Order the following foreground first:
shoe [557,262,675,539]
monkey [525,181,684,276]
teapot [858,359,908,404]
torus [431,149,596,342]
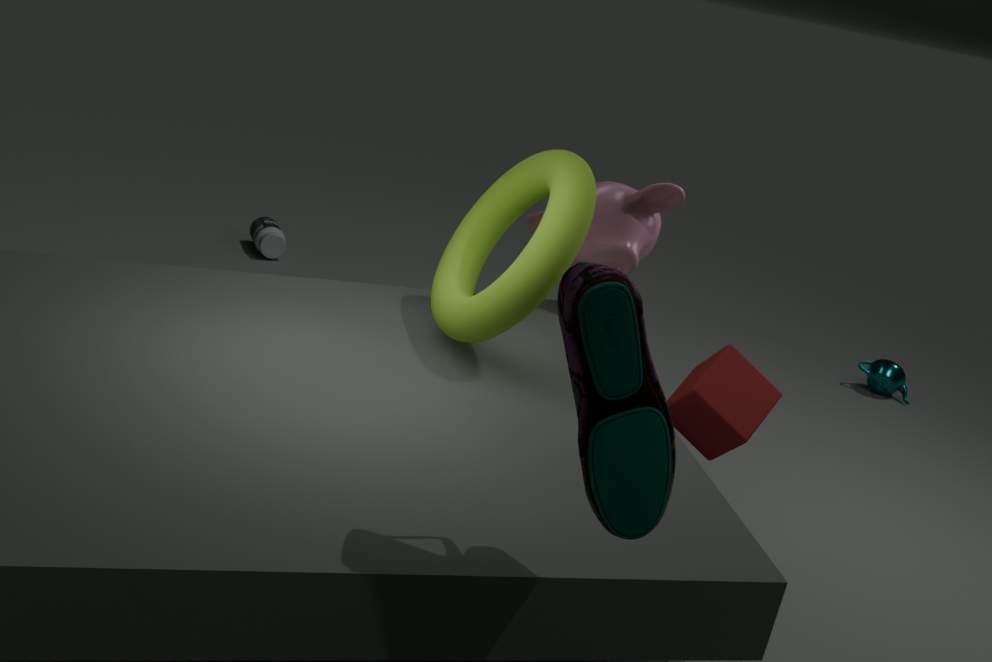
shoe [557,262,675,539]
torus [431,149,596,342]
monkey [525,181,684,276]
teapot [858,359,908,404]
